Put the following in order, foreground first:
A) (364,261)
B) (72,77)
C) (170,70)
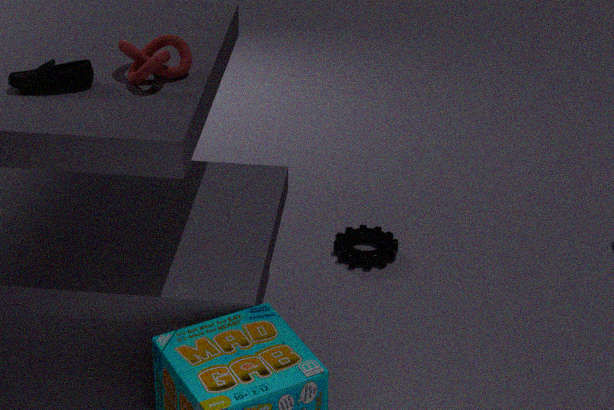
(72,77) < (170,70) < (364,261)
